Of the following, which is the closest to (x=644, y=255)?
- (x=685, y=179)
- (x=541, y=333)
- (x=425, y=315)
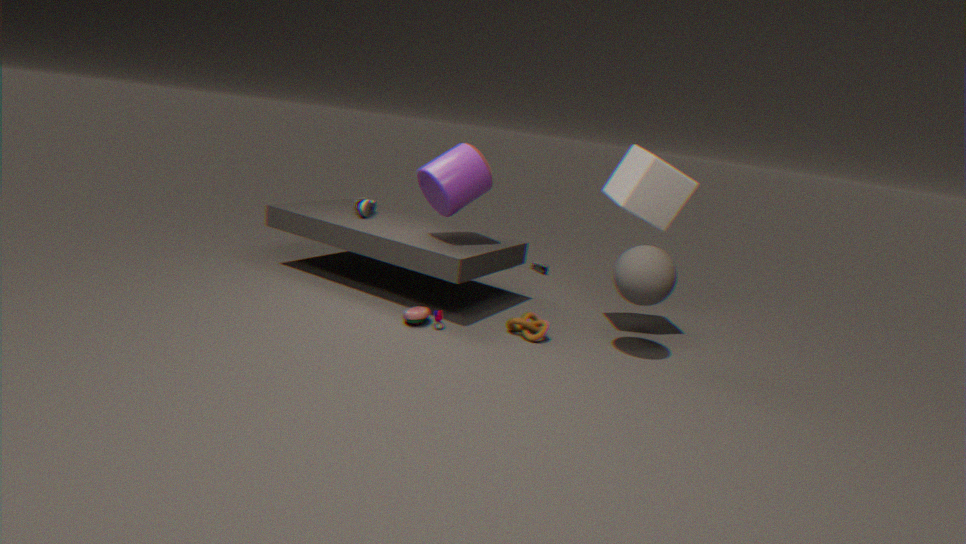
(x=685, y=179)
